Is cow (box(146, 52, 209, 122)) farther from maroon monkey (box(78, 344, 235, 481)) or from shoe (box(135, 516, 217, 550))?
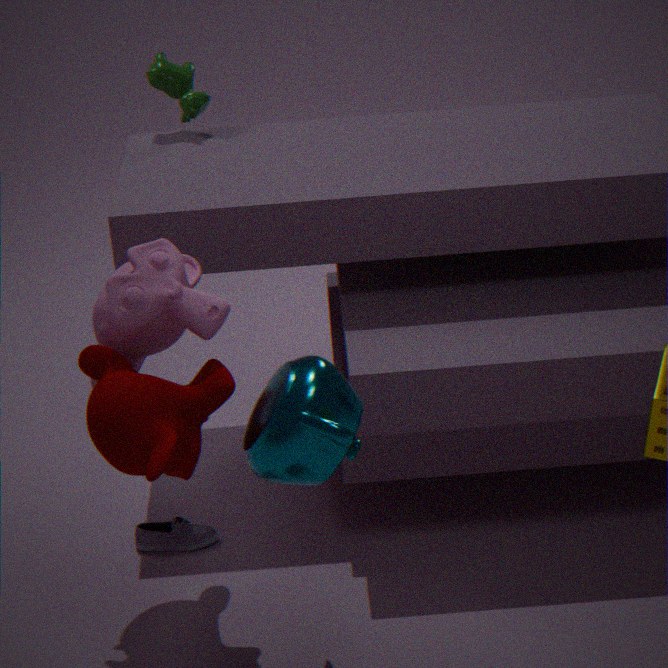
shoe (box(135, 516, 217, 550))
